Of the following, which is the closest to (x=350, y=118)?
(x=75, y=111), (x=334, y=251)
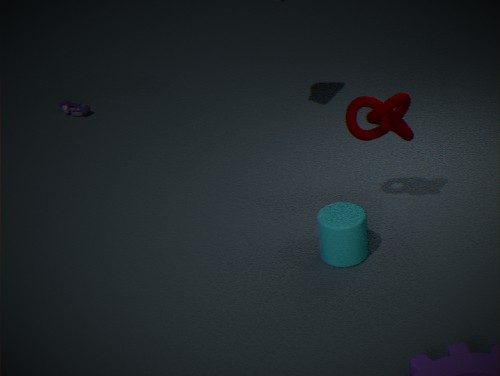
(x=334, y=251)
